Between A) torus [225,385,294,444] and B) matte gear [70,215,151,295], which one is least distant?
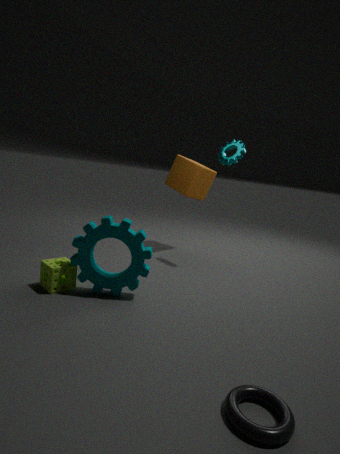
A. torus [225,385,294,444]
